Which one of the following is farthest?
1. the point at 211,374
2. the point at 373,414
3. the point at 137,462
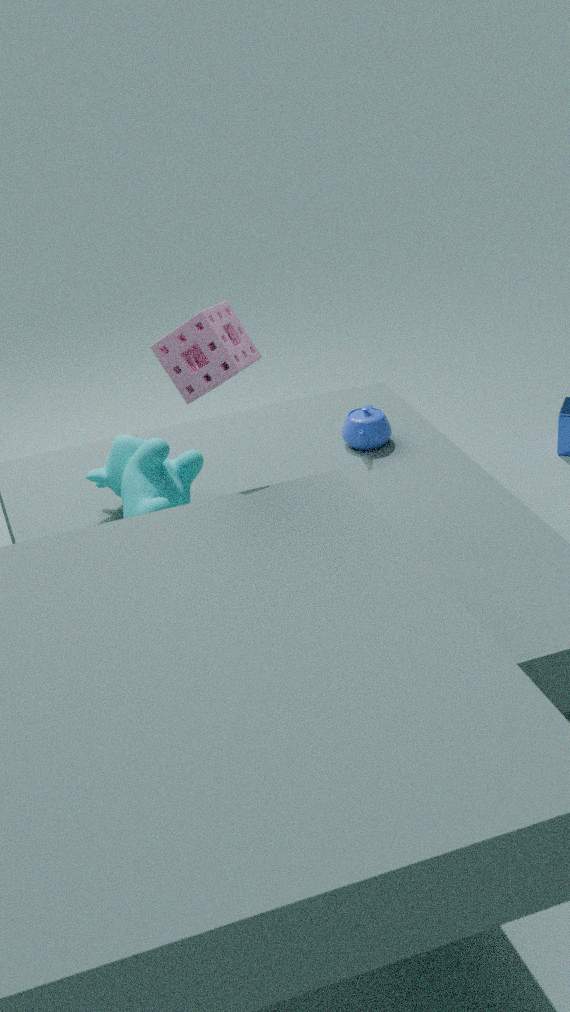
the point at 373,414
